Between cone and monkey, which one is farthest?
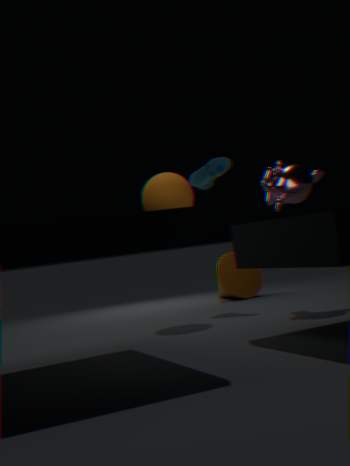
cone
